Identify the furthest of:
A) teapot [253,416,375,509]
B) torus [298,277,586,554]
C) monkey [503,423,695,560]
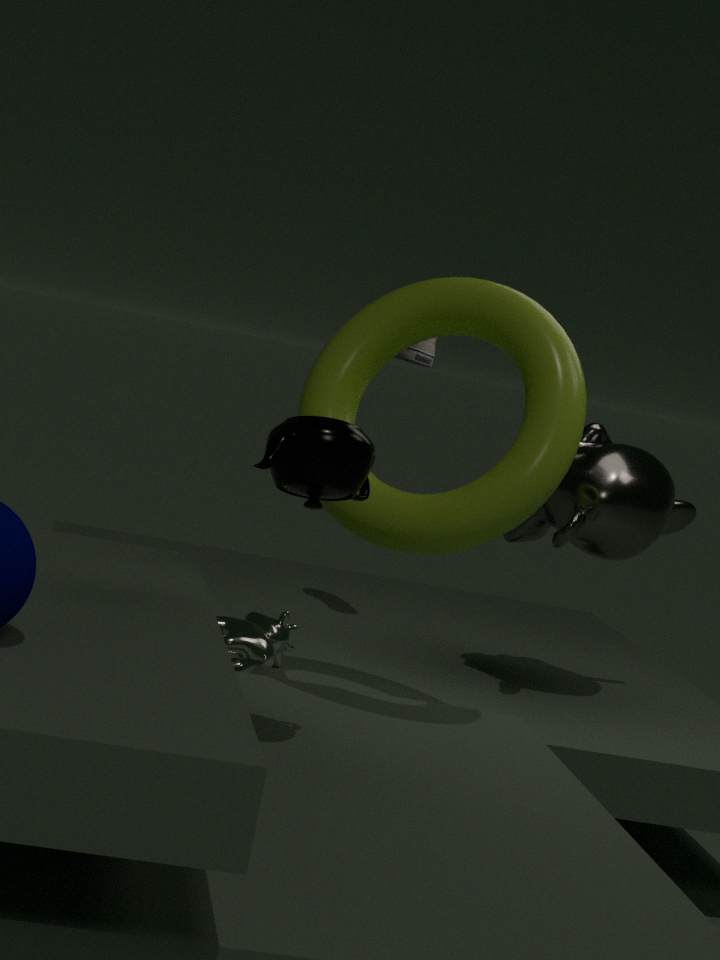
monkey [503,423,695,560]
